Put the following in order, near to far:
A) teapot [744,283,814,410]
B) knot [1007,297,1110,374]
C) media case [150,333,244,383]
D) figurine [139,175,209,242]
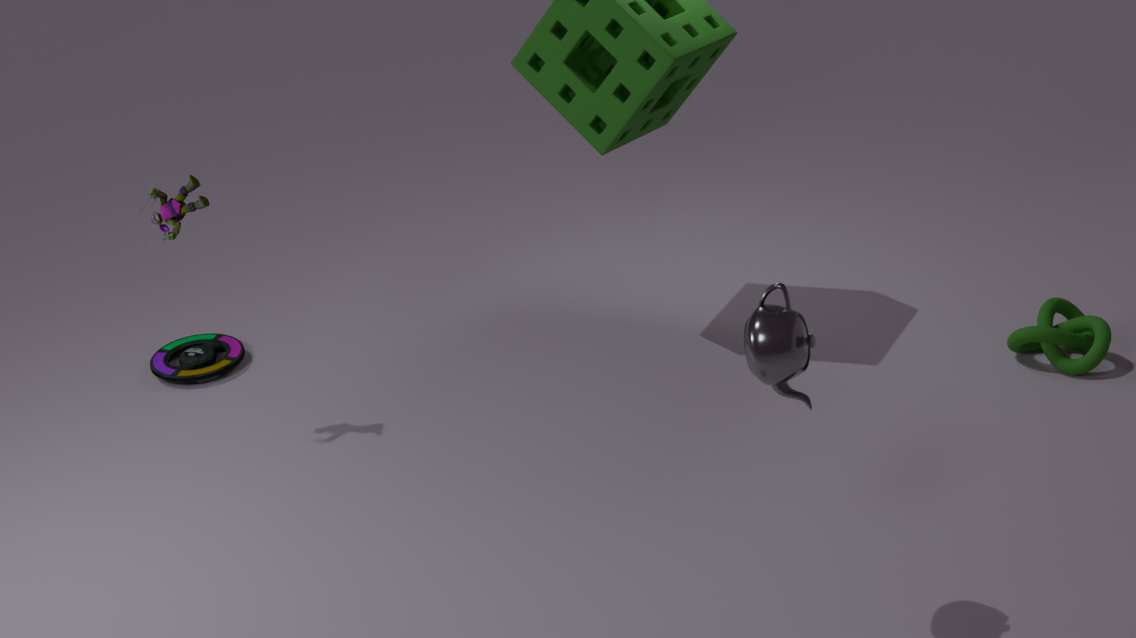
1. teapot [744,283,814,410]
2. figurine [139,175,209,242]
3. knot [1007,297,1110,374]
4. media case [150,333,244,383]
